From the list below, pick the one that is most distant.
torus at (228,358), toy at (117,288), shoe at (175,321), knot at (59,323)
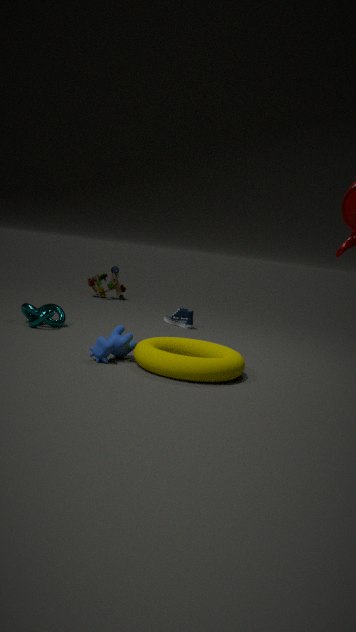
toy at (117,288)
